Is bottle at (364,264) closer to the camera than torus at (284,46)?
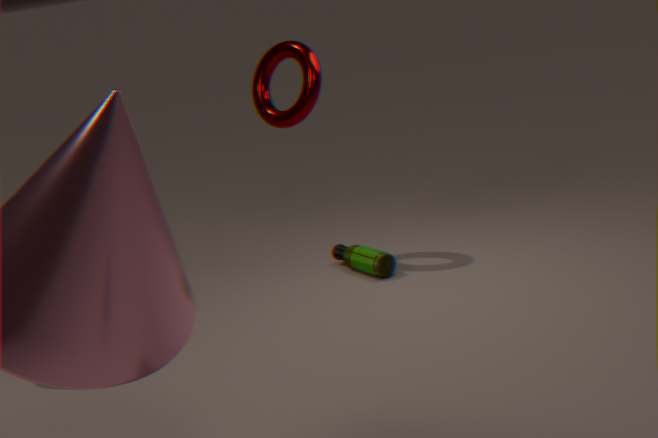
No
